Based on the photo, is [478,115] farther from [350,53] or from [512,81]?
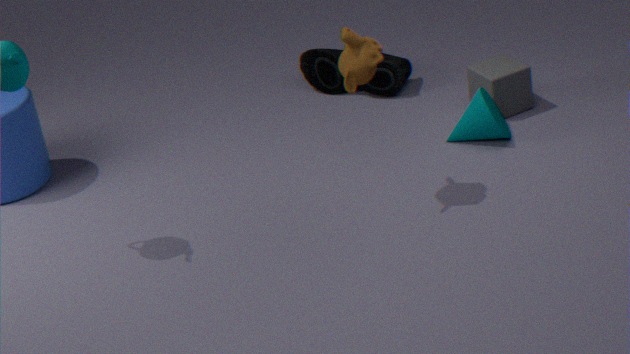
[350,53]
